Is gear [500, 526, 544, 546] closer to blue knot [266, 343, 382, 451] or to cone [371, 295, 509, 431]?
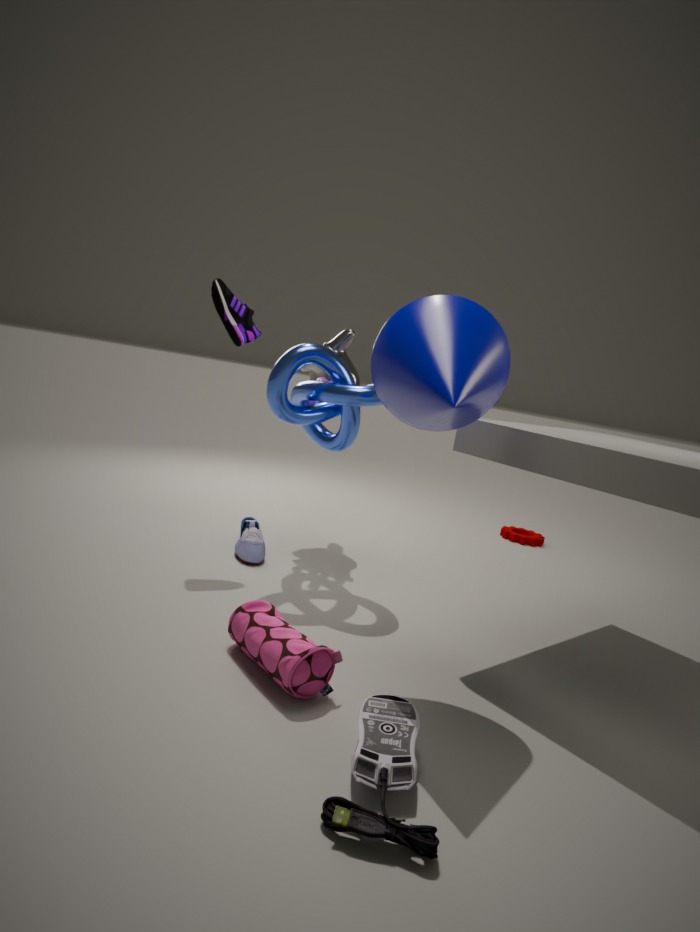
blue knot [266, 343, 382, 451]
